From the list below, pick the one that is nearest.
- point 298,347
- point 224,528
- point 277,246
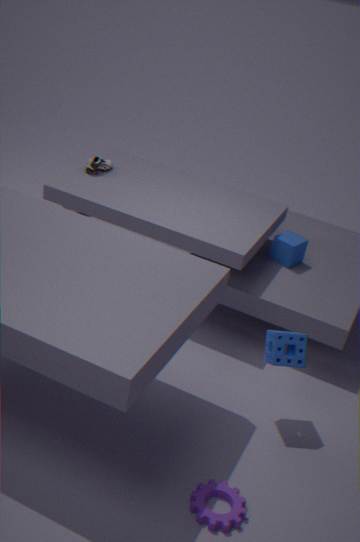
point 224,528
